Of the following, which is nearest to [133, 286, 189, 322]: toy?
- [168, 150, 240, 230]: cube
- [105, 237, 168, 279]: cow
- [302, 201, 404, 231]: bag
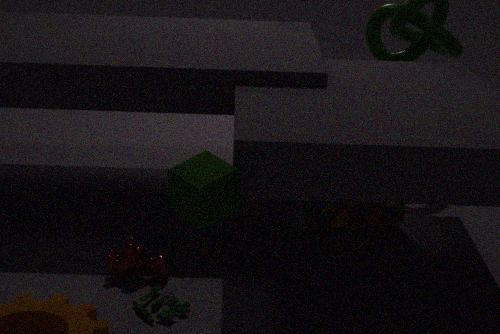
[105, 237, 168, 279]: cow
